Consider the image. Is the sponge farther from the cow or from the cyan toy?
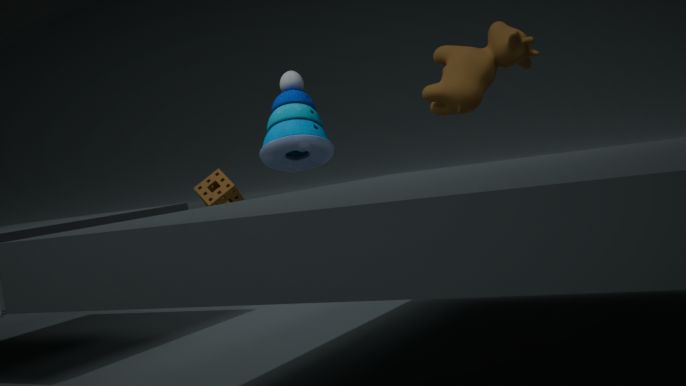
the cow
